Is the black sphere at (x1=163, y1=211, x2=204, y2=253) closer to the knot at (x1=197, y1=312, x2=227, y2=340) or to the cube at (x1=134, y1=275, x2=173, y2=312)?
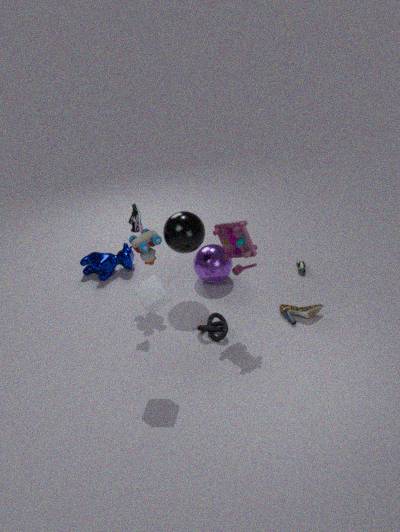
the knot at (x1=197, y1=312, x2=227, y2=340)
